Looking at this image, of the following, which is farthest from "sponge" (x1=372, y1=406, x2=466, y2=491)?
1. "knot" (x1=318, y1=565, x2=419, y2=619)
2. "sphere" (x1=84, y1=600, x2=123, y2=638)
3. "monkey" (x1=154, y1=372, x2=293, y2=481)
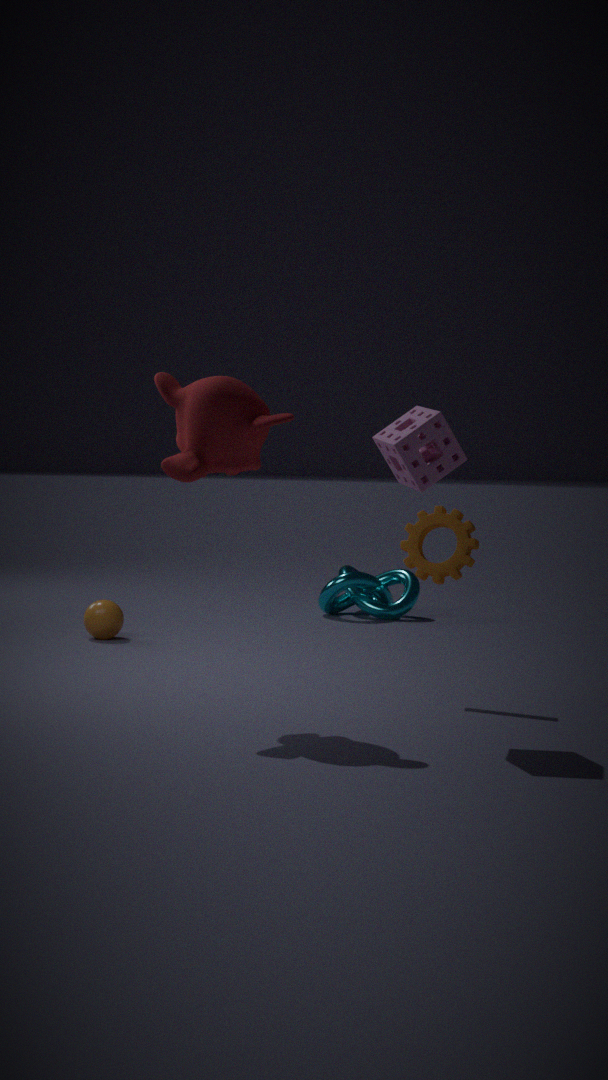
"knot" (x1=318, y1=565, x2=419, y2=619)
